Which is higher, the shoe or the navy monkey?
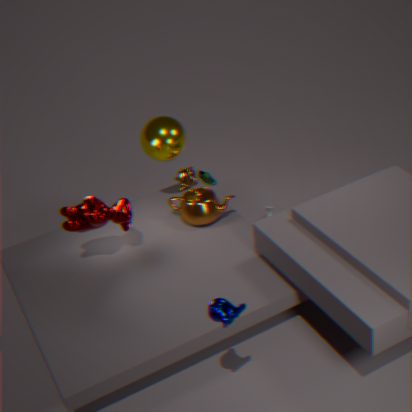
the navy monkey
